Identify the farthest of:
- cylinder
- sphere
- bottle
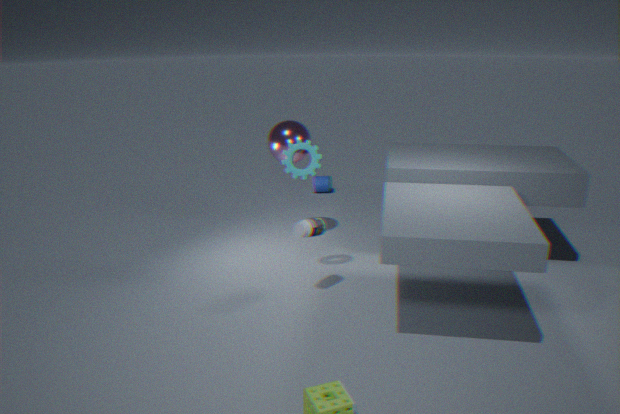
cylinder
